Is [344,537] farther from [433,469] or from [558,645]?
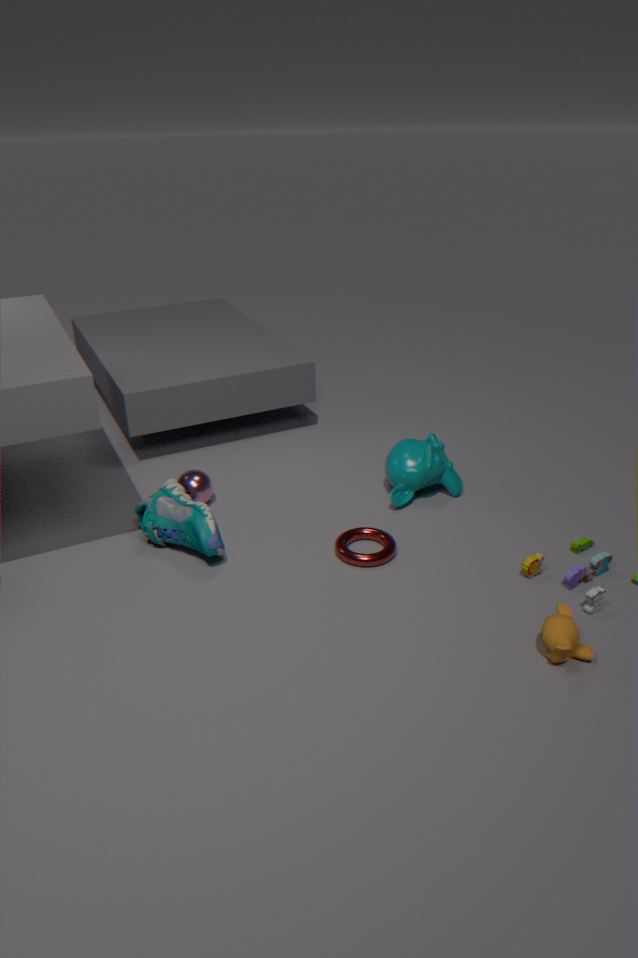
[558,645]
